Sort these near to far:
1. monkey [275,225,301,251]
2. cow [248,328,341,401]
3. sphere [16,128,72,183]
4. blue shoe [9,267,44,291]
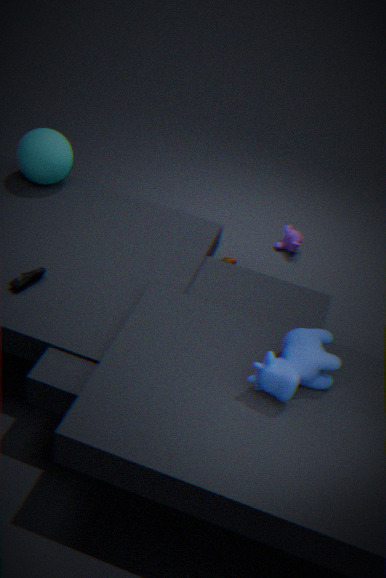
1. cow [248,328,341,401]
2. blue shoe [9,267,44,291]
3. sphere [16,128,72,183]
4. monkey [275,225,301,251]
